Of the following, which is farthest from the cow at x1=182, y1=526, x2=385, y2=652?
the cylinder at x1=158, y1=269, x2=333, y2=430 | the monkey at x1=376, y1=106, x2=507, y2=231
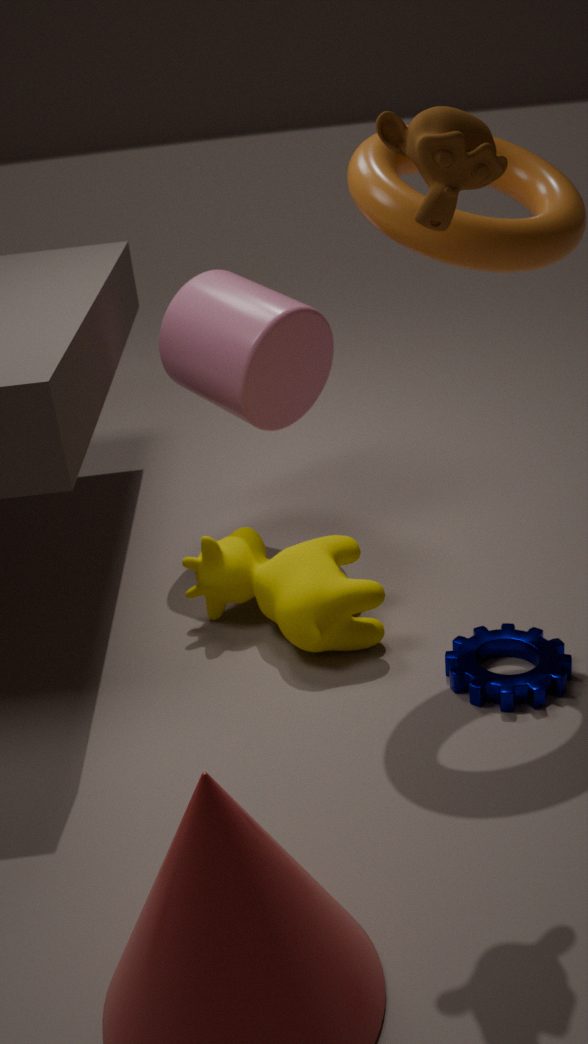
the monkey at x1=376, y1=106, x2=507, y2=231
